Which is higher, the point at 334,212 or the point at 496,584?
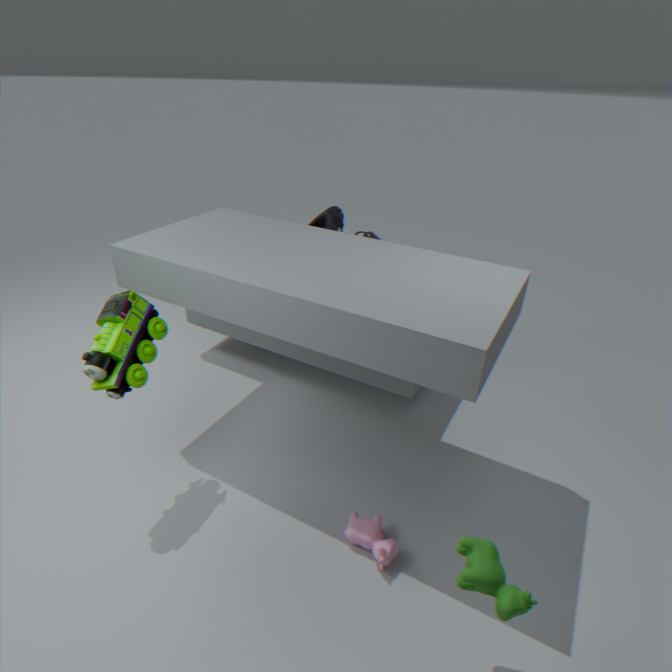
the point at 334,212
